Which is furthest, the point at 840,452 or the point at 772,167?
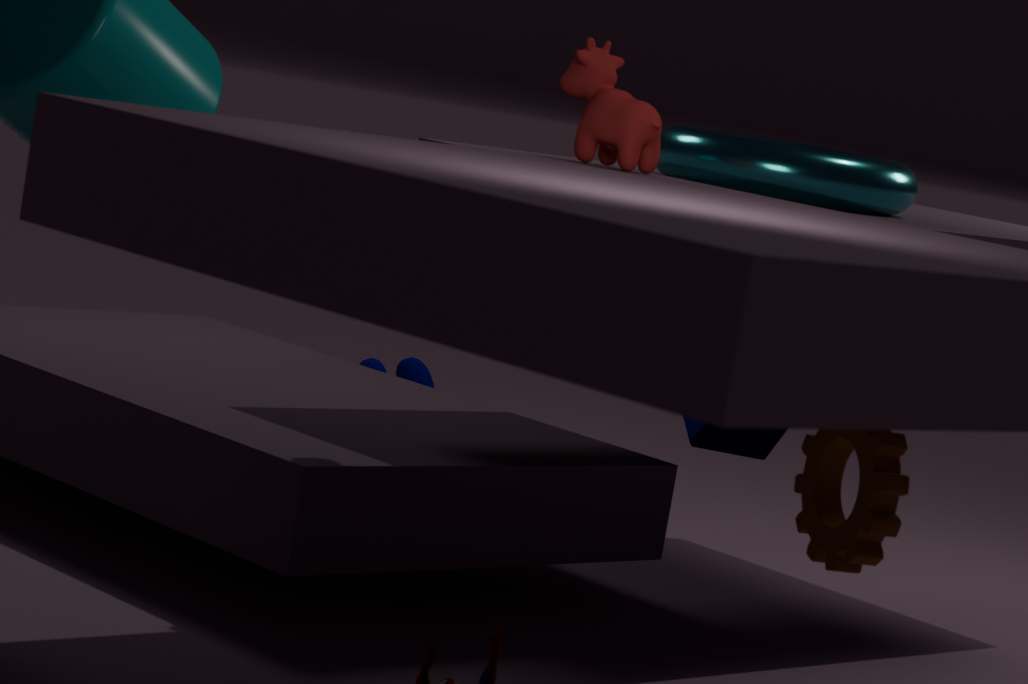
the point at 772,167
